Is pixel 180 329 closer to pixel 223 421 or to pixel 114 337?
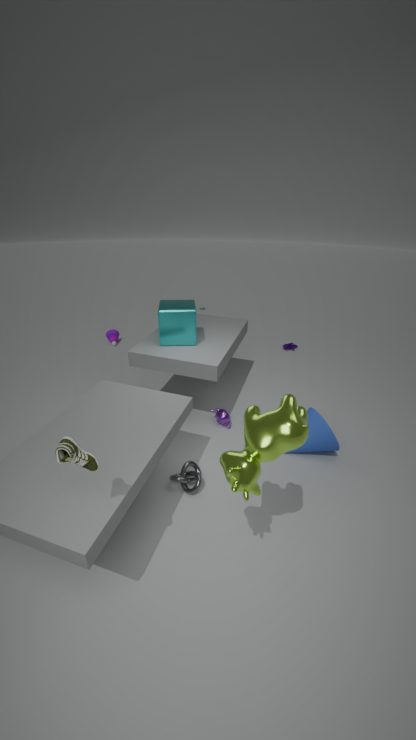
pixel 223 421
